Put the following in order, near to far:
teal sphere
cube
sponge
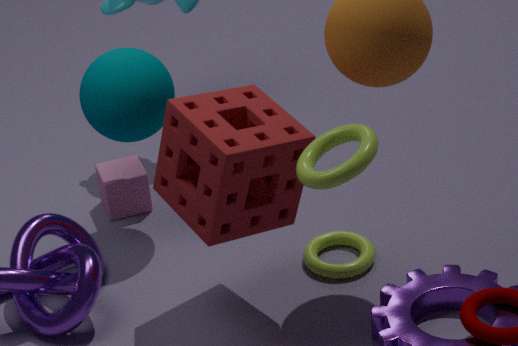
sponge < teal sphere < cube
